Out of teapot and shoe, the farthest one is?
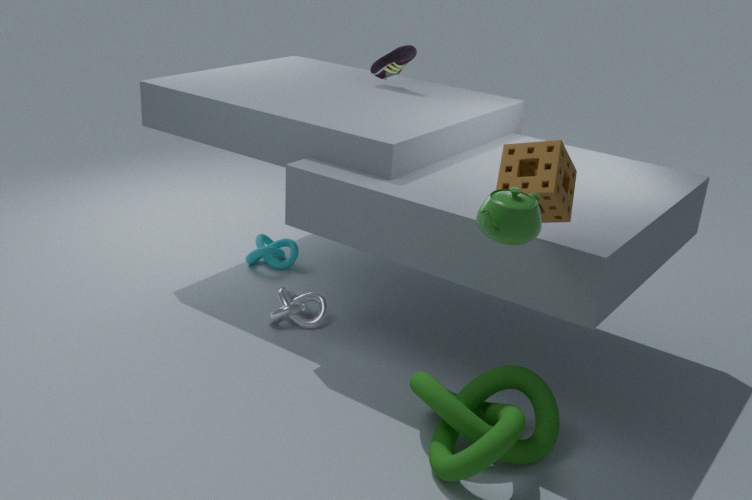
shoe
